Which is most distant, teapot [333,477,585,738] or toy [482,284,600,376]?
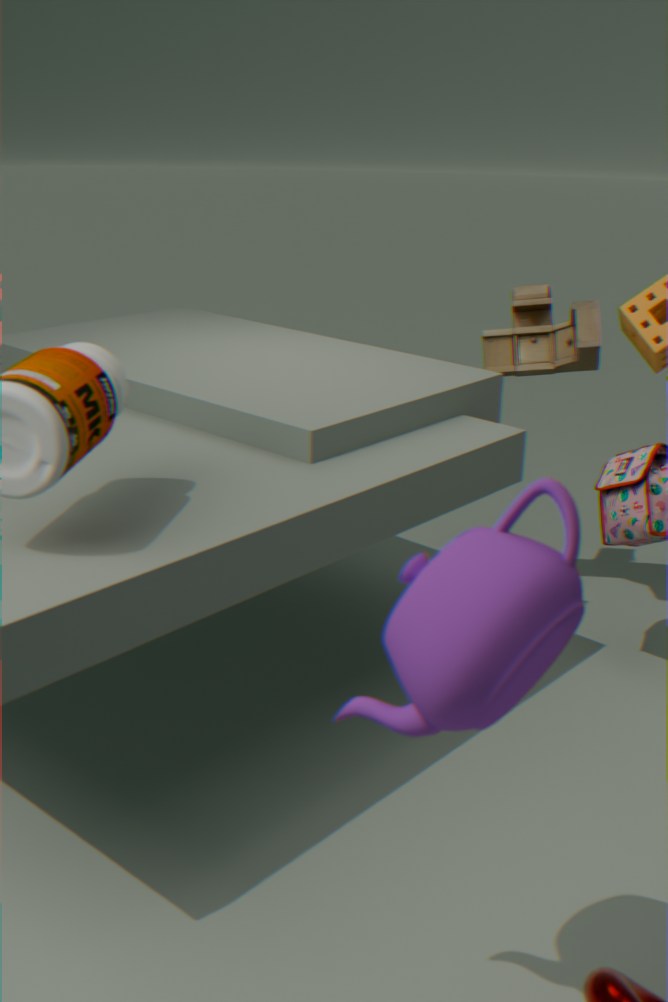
toy [482,284,600,376]
